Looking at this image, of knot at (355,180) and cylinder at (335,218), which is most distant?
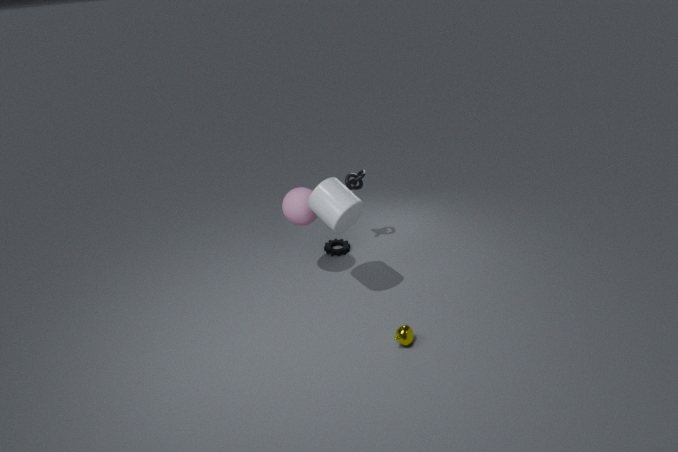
knot at (355,180)
